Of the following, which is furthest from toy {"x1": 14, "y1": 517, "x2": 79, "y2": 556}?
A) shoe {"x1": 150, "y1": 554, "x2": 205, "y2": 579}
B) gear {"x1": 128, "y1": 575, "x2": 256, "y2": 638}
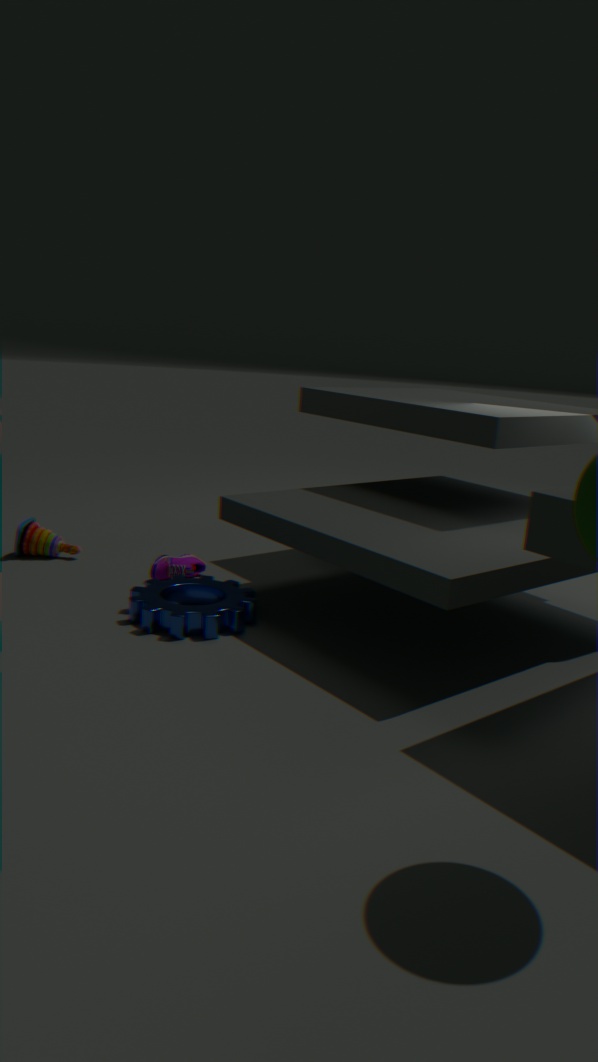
gear {"x1": 128, "y1": 575, "x2": 256, "y2": 638}
